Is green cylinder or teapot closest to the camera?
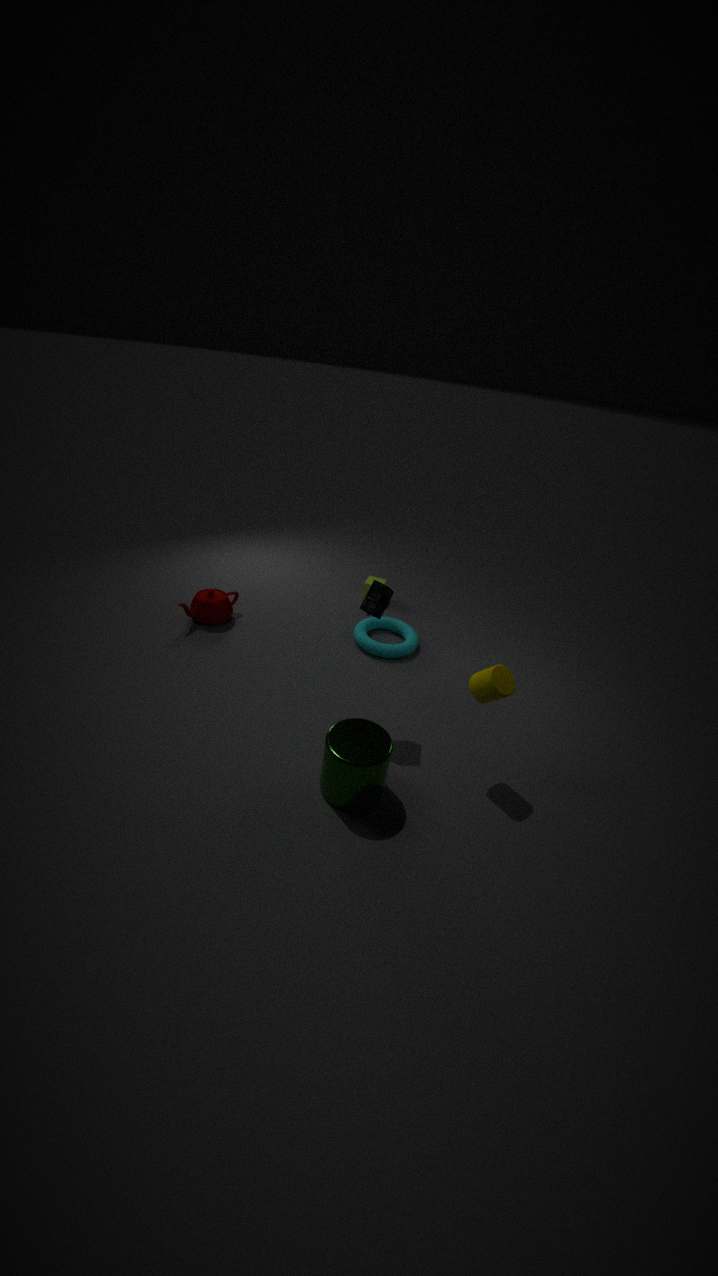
green cylinder
